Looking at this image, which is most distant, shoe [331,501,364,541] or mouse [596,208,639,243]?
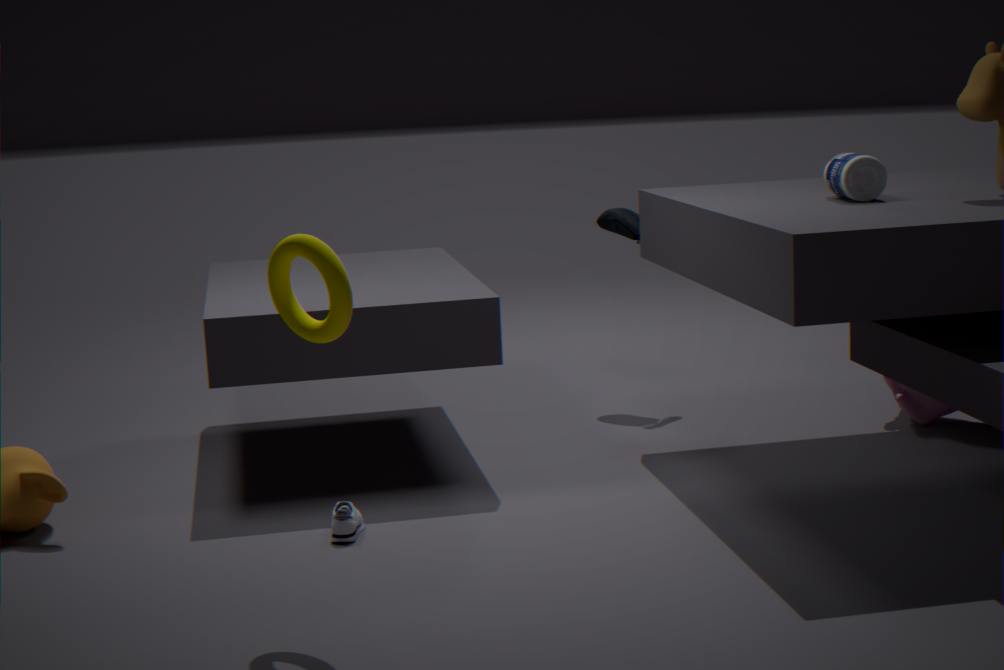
mouse [596,208,639,243]
